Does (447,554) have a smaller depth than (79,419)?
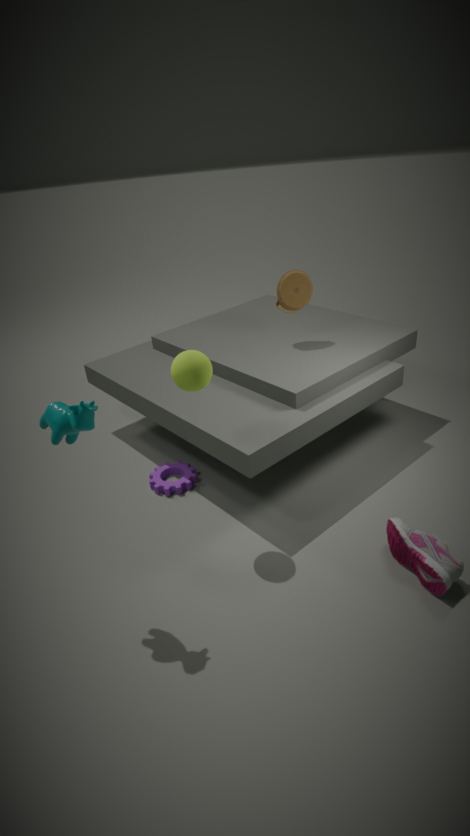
No
